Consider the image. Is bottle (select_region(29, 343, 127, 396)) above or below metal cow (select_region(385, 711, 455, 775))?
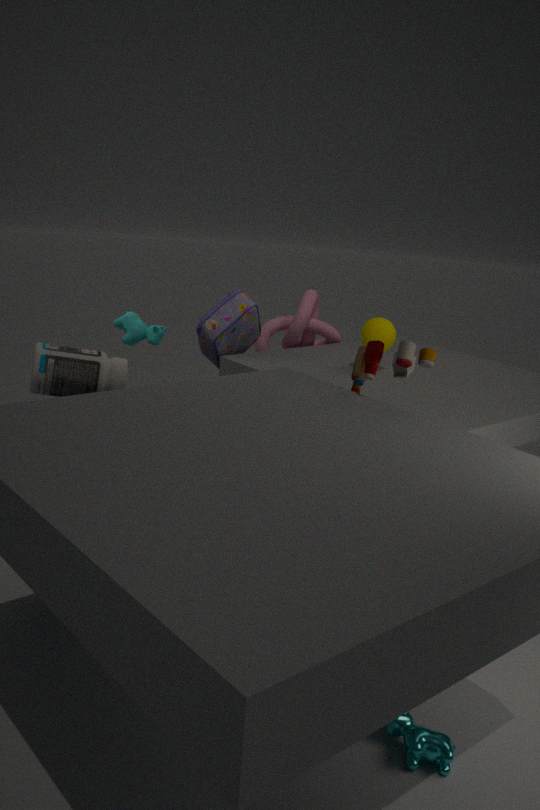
above
